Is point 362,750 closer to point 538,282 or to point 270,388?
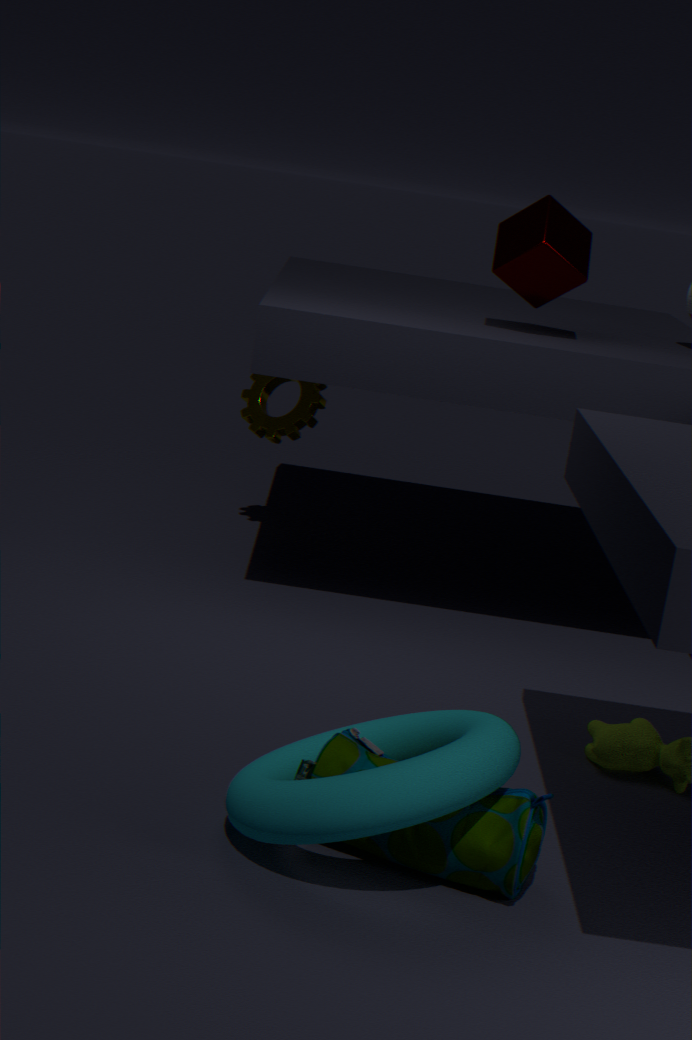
point 538,282
